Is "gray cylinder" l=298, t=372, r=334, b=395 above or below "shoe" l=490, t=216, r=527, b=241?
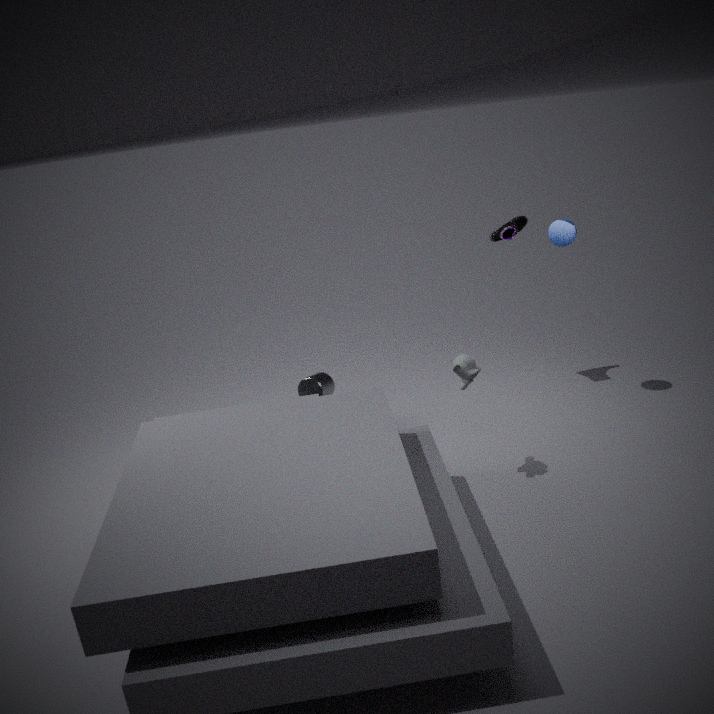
below
